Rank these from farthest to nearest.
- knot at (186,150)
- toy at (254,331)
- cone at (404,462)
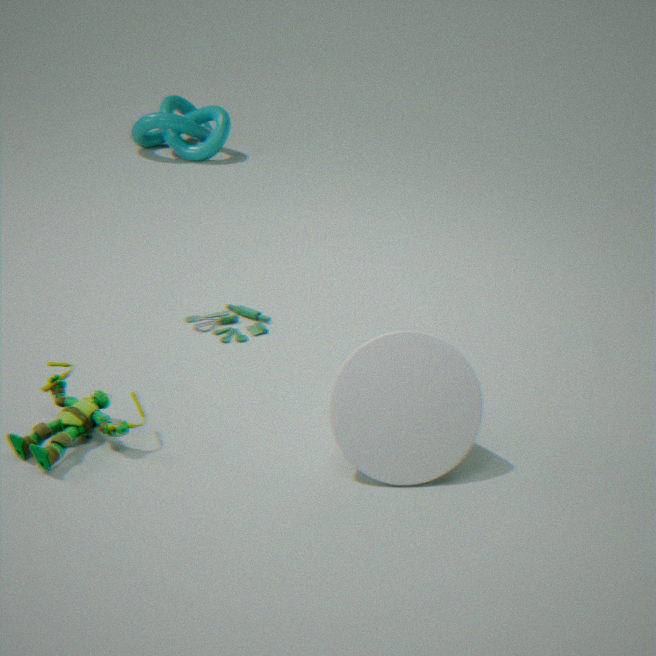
knot at (186,150)
toy at (254,331)
cone at (404,462)
